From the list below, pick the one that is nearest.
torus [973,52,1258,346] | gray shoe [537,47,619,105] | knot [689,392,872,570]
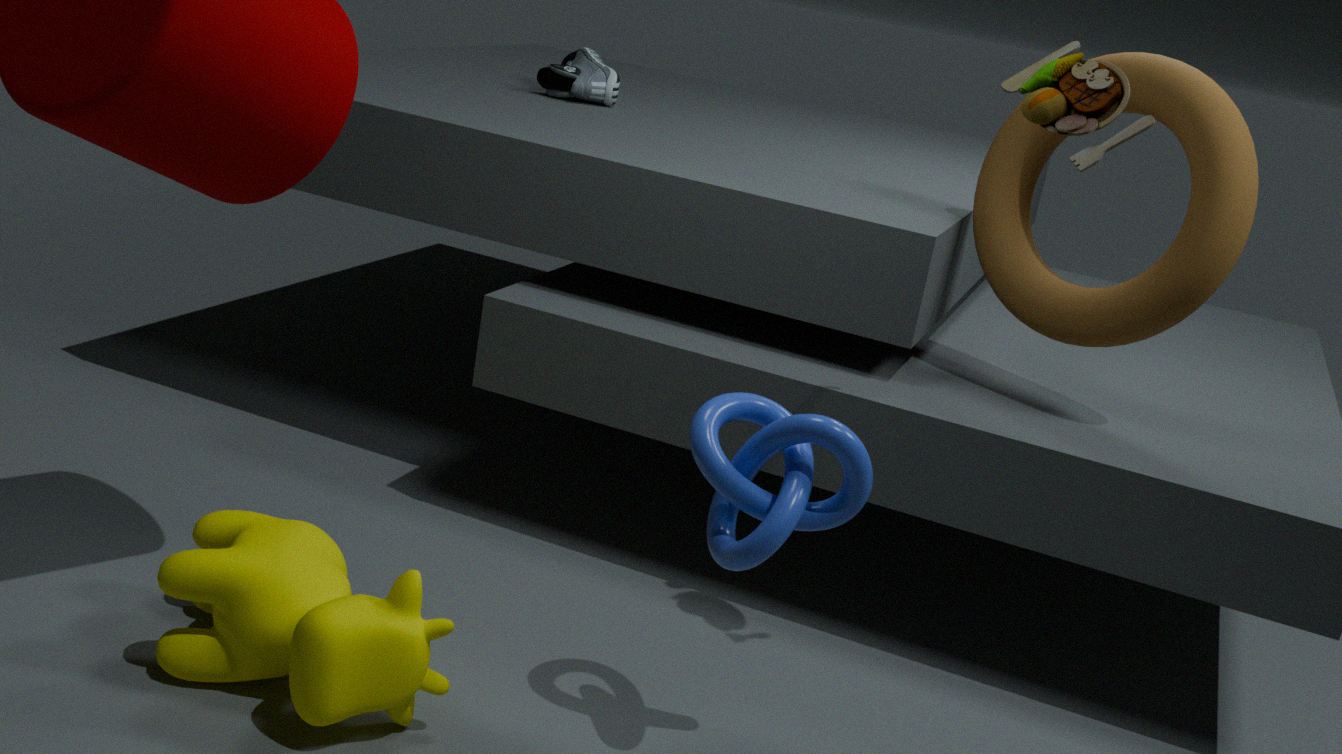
knot [689,392,872,570]
